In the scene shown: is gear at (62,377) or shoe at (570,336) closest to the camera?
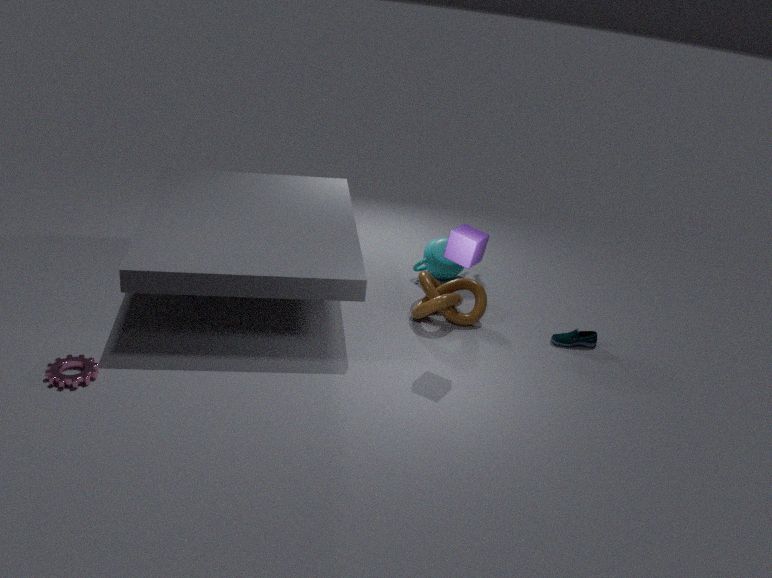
gear at (62,377)
